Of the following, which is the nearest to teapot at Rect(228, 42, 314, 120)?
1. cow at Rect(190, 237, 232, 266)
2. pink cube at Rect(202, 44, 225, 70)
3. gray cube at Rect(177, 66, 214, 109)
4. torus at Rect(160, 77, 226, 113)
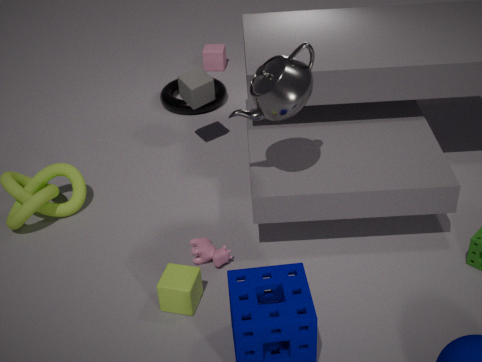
cow at Rect(190, 237, 232, 266)
